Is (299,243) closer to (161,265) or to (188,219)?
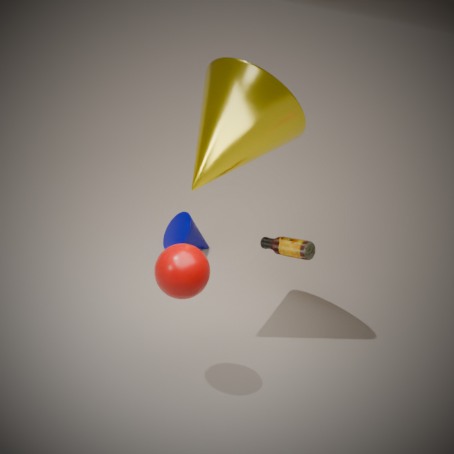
(161,265)
